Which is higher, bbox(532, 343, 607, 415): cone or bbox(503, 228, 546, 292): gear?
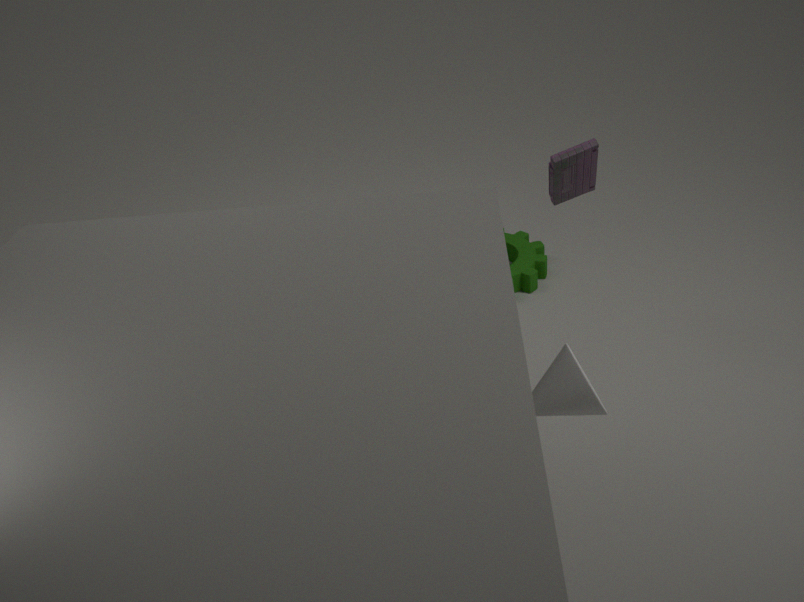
bbox(532, 343, 607, 415): cone
